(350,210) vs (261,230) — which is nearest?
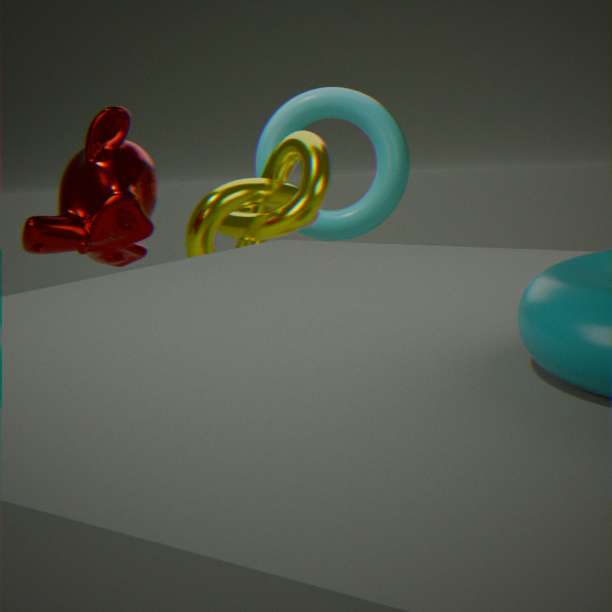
(261,230)
